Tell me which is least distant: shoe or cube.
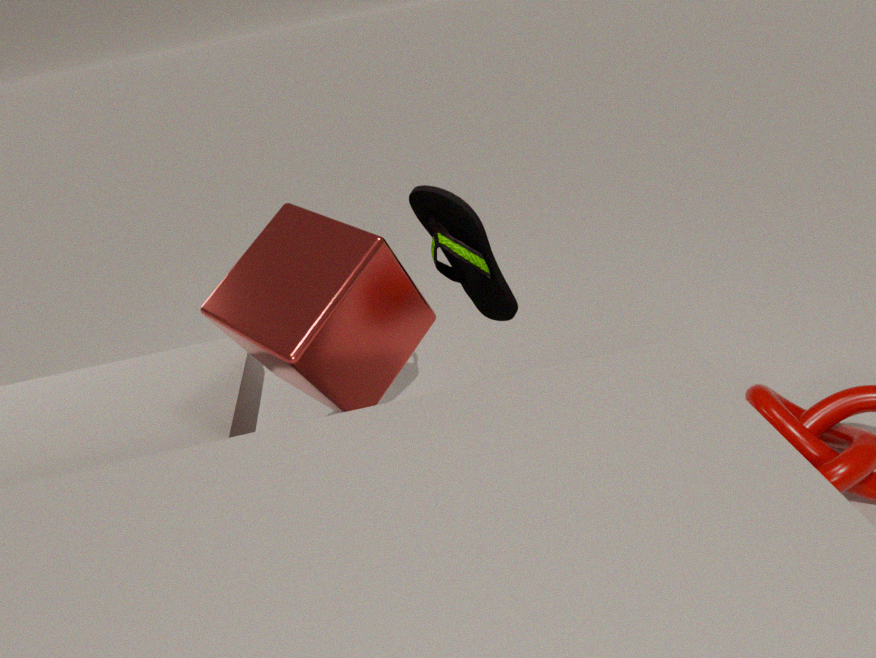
cube
